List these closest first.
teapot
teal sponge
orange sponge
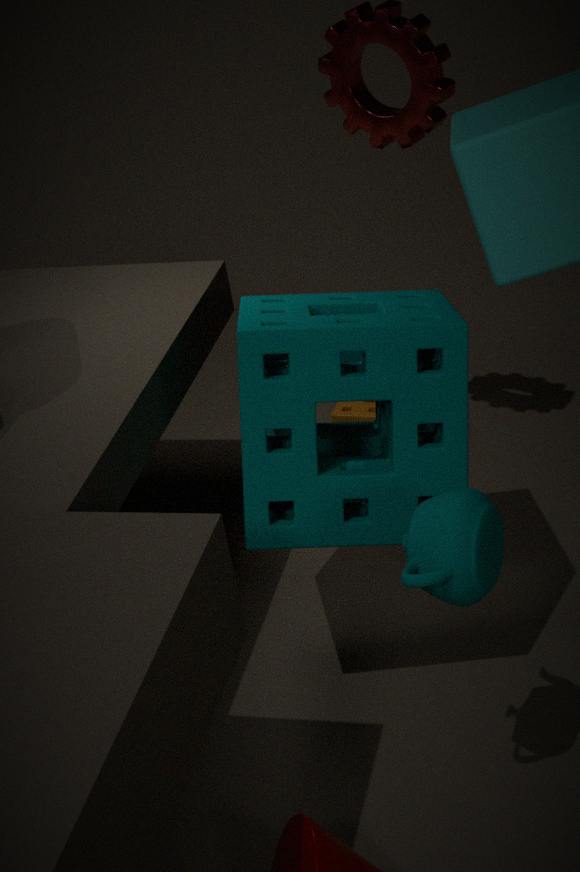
teapot → teal sponge → orange sponge
